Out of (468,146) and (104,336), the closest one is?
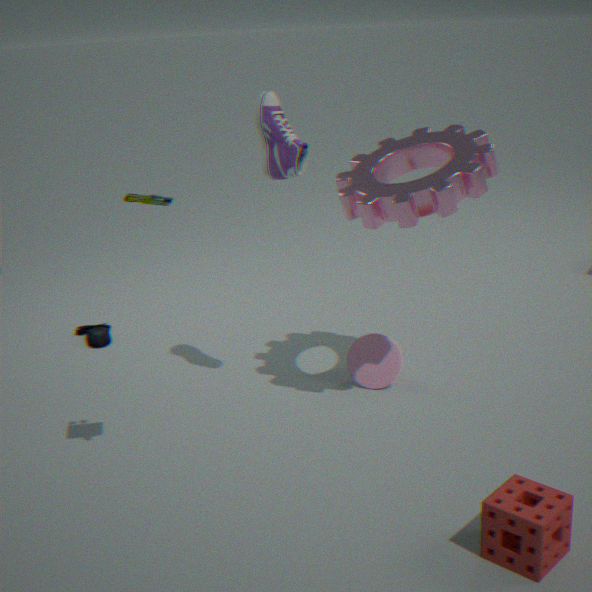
(468,146)
